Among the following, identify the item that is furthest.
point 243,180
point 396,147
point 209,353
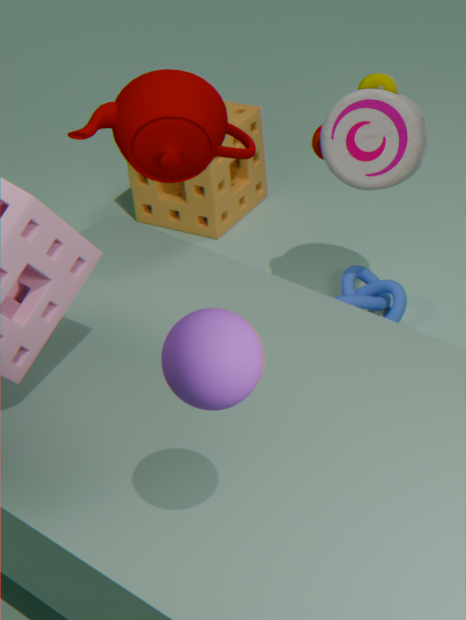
point 243,180
